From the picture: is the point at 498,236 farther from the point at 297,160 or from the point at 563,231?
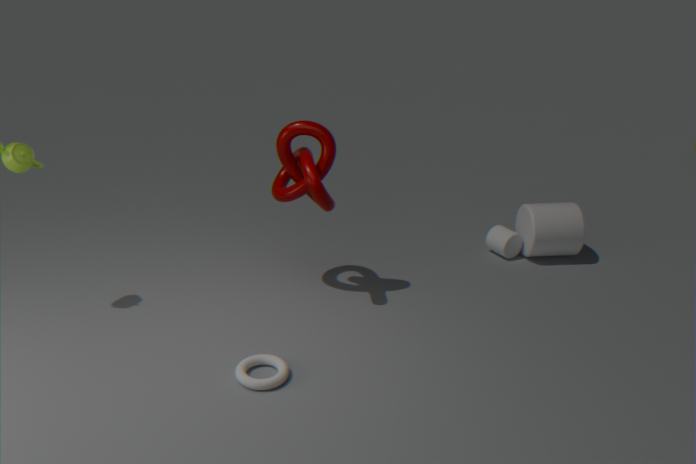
the point at 297,160
